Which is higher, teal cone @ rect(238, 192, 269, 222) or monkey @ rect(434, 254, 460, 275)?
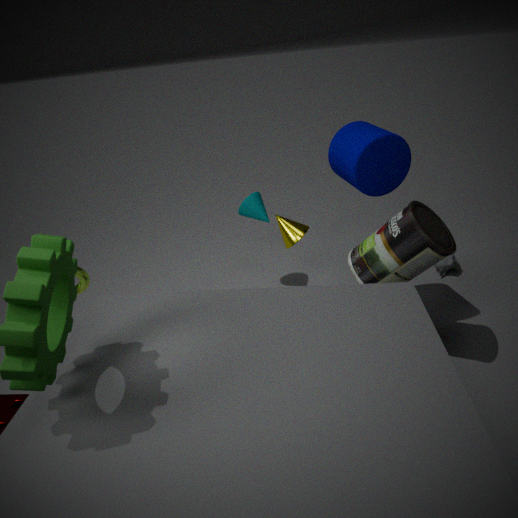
teal cone @ rect(238, 192, 269, 222)
